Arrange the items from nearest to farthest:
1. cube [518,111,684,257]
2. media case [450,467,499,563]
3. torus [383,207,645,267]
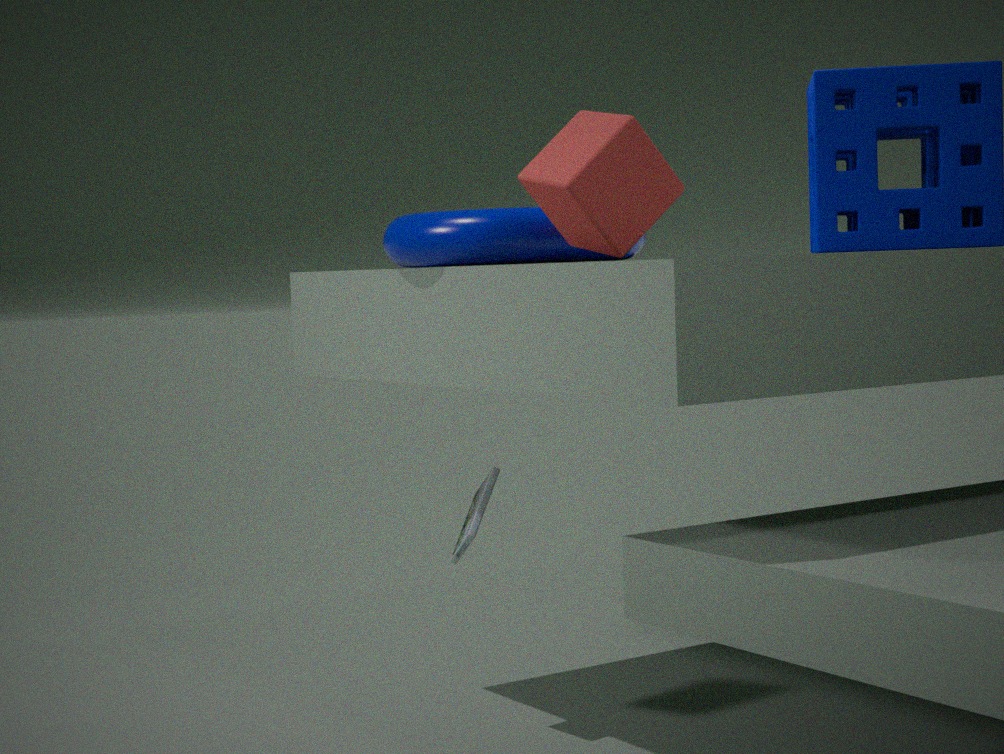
cube [518,111,684,257], torus [383,207,645,267], media case [450,467,499,563]
